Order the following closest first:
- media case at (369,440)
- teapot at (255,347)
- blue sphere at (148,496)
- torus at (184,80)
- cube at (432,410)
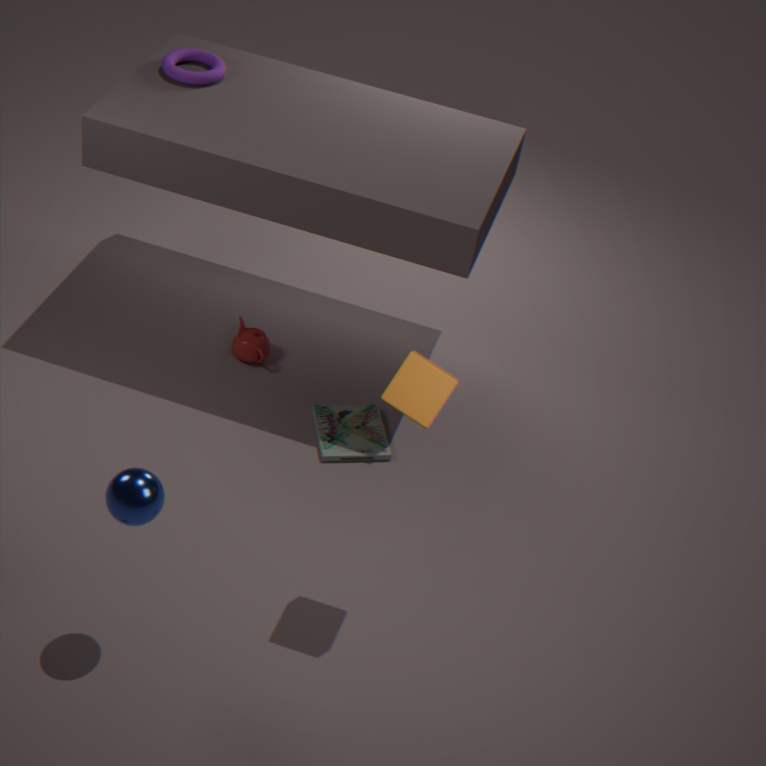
blue sphere at (148,496), cube at (432,410), media case at (369,440), torus at (184,80), teapot at (255,347)
